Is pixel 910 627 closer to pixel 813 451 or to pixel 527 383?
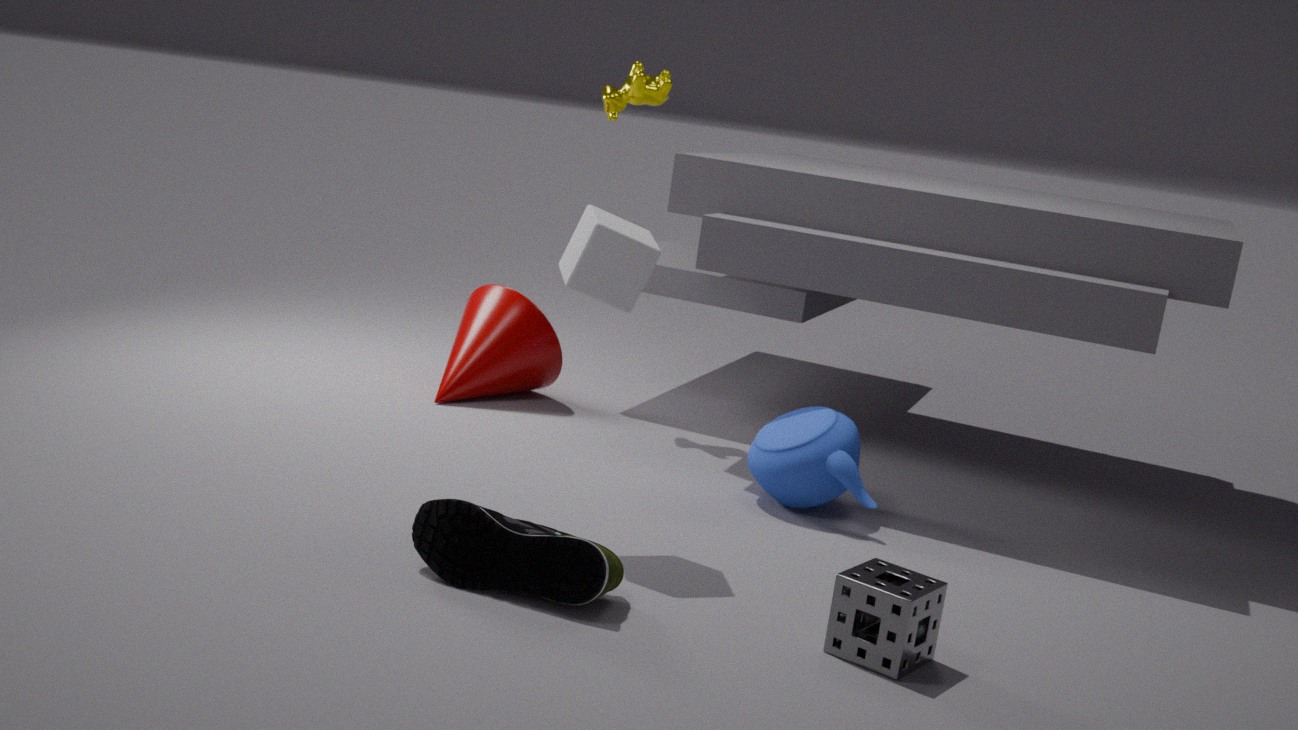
pixel 813 451
